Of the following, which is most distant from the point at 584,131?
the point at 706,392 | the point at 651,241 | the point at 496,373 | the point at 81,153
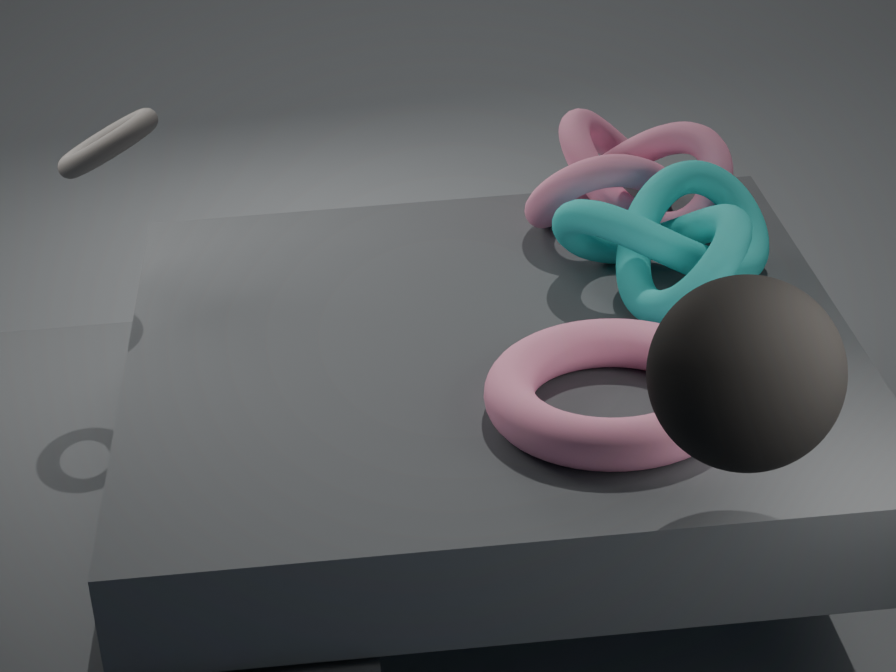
the point at 706,392
